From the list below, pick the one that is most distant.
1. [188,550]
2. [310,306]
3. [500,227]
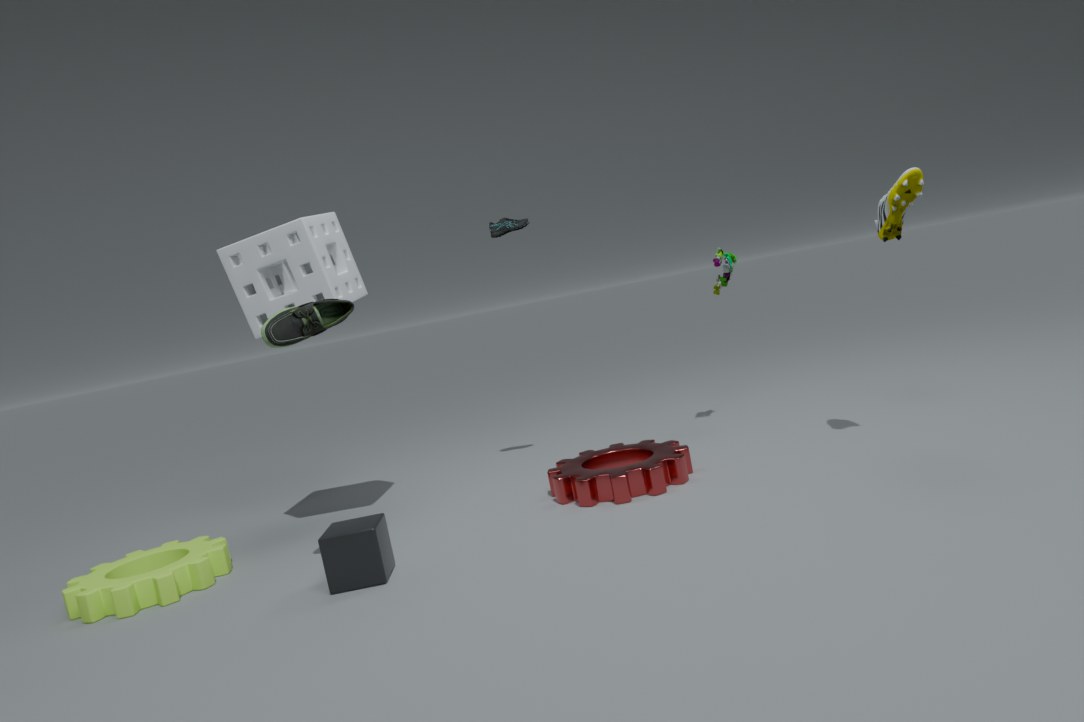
[500,227]
